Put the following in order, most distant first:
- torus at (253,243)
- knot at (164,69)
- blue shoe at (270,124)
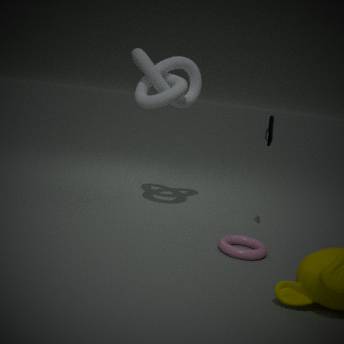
knot at (164,69), blue shoe at (270,124), torus at (253,243)
